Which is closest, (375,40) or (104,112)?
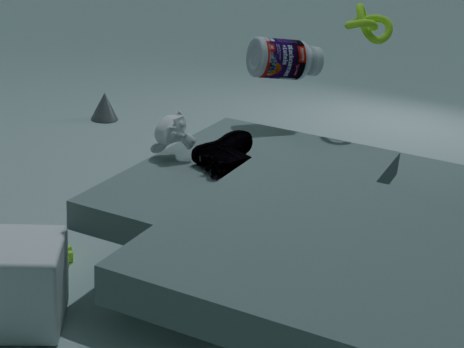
(375,40)
